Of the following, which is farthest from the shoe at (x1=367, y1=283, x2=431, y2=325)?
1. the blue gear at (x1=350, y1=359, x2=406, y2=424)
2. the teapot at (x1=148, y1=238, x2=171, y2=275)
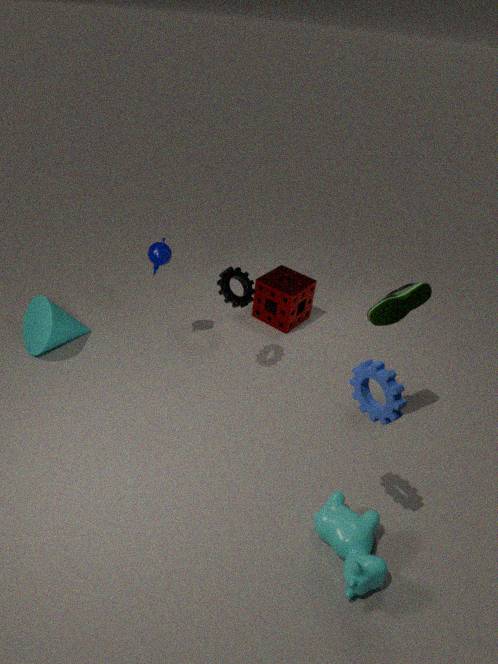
the teapot at (x1=148, y1=238, x2=171, y2=275)
